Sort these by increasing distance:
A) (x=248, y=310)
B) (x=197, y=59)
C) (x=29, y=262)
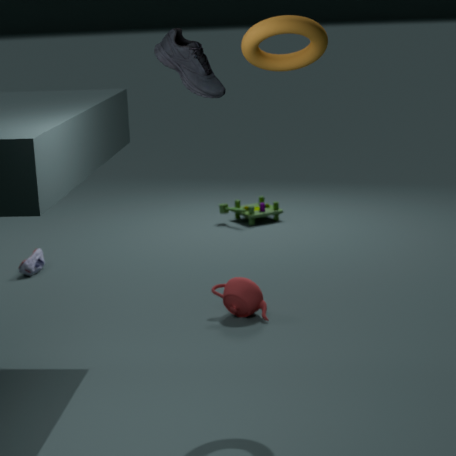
1. (x=197, y=59)
2. (x=248, y=310)
3. (x=29, y=262)
